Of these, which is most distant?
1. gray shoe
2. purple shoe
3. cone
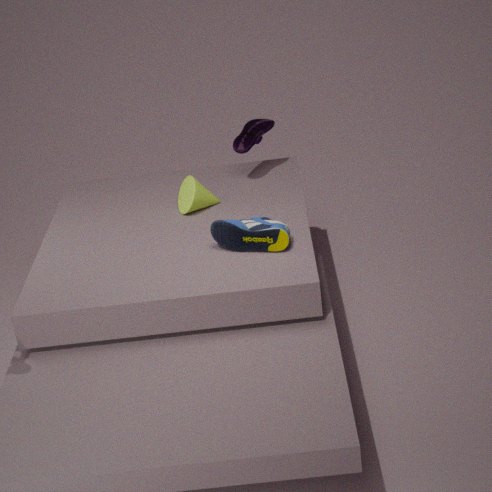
purple shoe
